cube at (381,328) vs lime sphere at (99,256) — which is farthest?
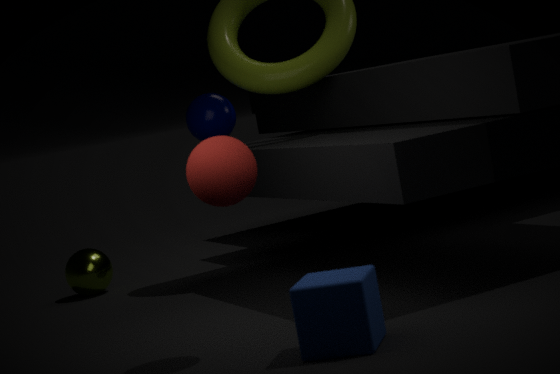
lime sphere at (99,256)
